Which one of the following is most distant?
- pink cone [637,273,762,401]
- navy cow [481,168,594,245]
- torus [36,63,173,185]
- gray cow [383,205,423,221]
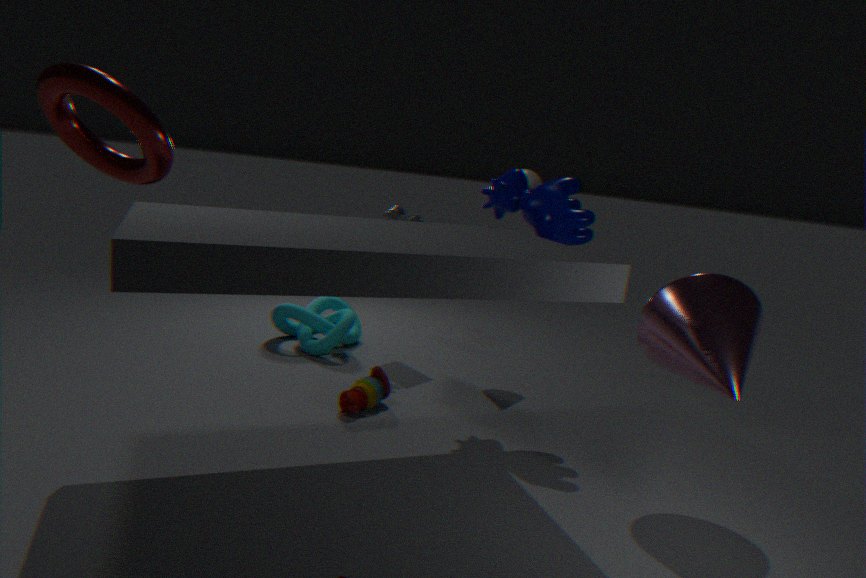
gray cow [383,205,423,221]
